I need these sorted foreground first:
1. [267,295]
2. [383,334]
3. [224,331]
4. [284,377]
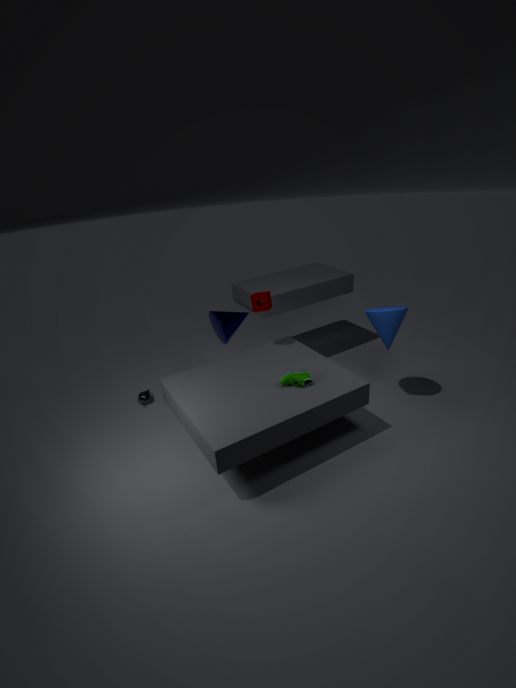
[284,377] → [383,334] → [267,295] → [224,331]
